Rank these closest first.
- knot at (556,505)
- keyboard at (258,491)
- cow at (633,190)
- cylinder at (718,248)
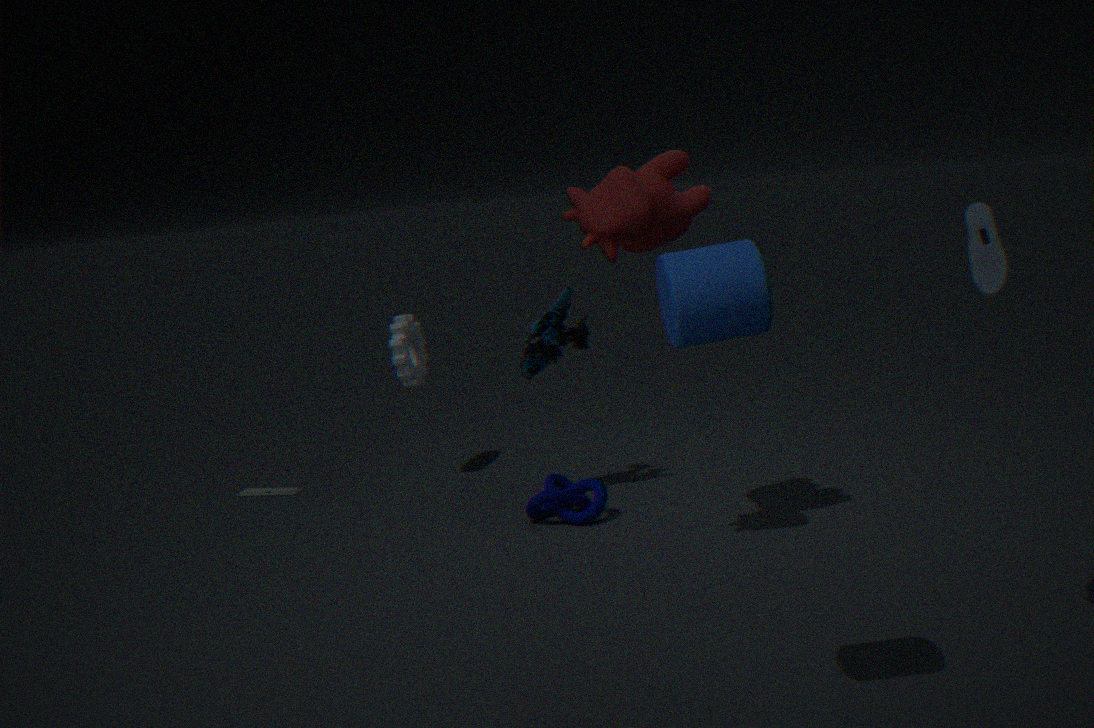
cylinder at (718,248), cow at (633,190), knot at (556,505), keyboard at (258,491)
